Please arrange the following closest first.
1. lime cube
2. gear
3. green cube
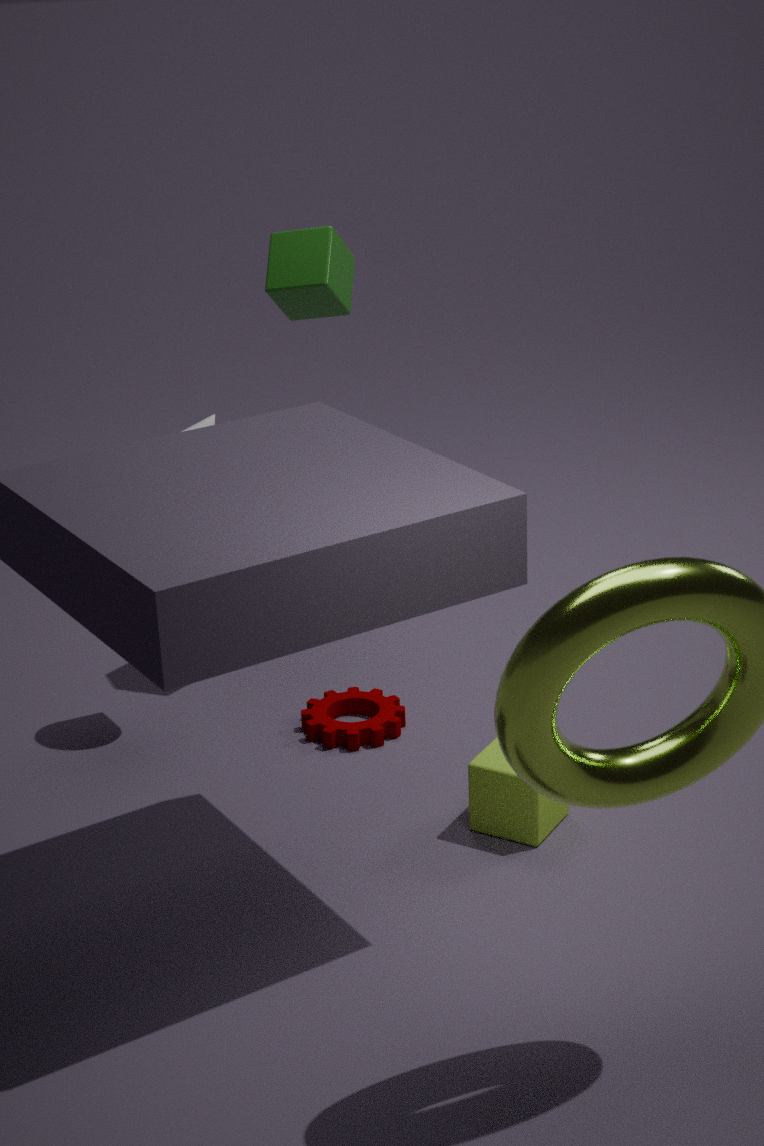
lime cube
gear
green cube
